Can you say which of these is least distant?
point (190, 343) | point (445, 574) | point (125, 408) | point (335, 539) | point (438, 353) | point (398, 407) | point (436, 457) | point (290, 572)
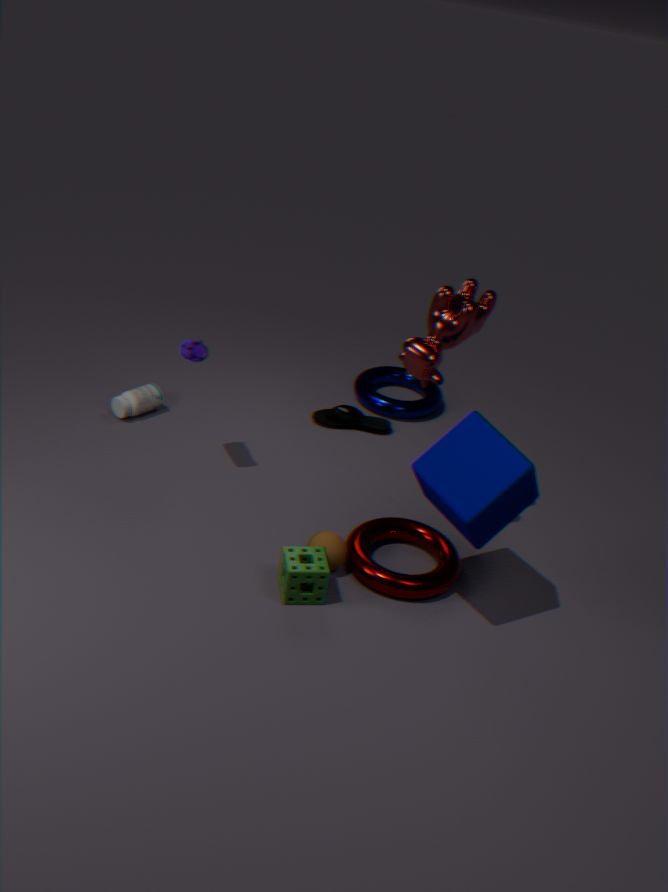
point (436, 457)
